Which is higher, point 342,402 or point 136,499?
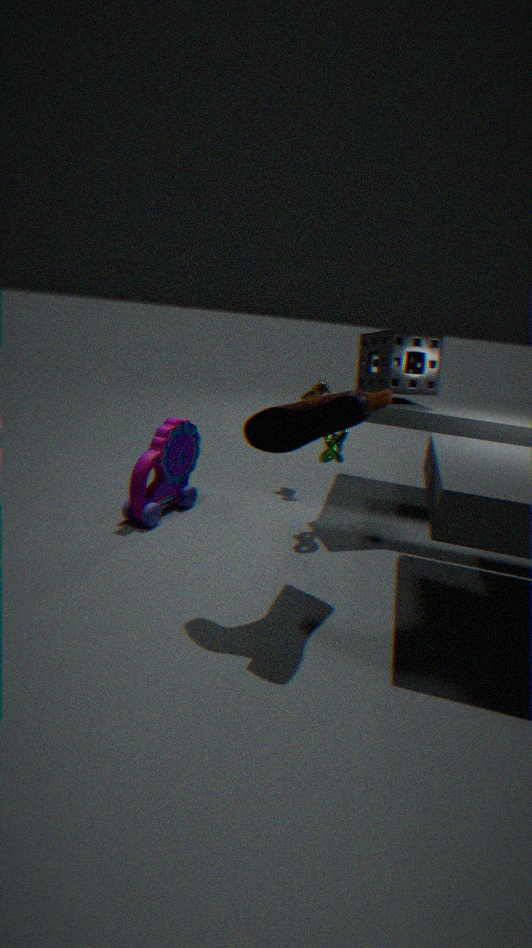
point 342,402
